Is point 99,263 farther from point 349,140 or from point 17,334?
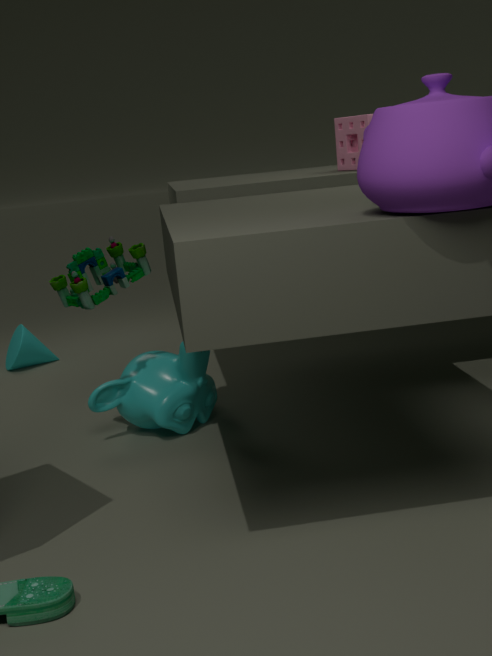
point 17,334
